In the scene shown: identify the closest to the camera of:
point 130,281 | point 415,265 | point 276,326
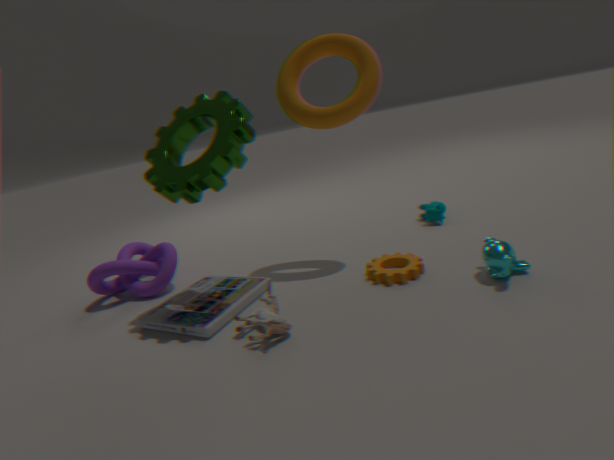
point 276,326
